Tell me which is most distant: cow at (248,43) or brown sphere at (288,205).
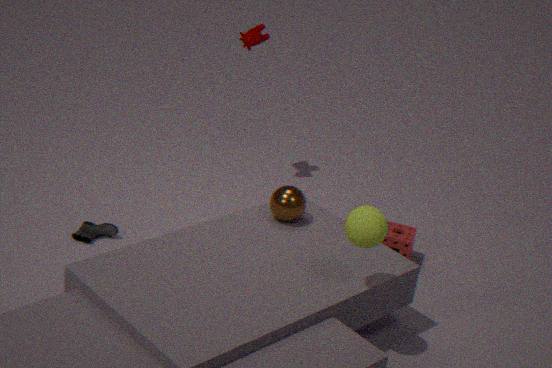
cow at (248,43)
